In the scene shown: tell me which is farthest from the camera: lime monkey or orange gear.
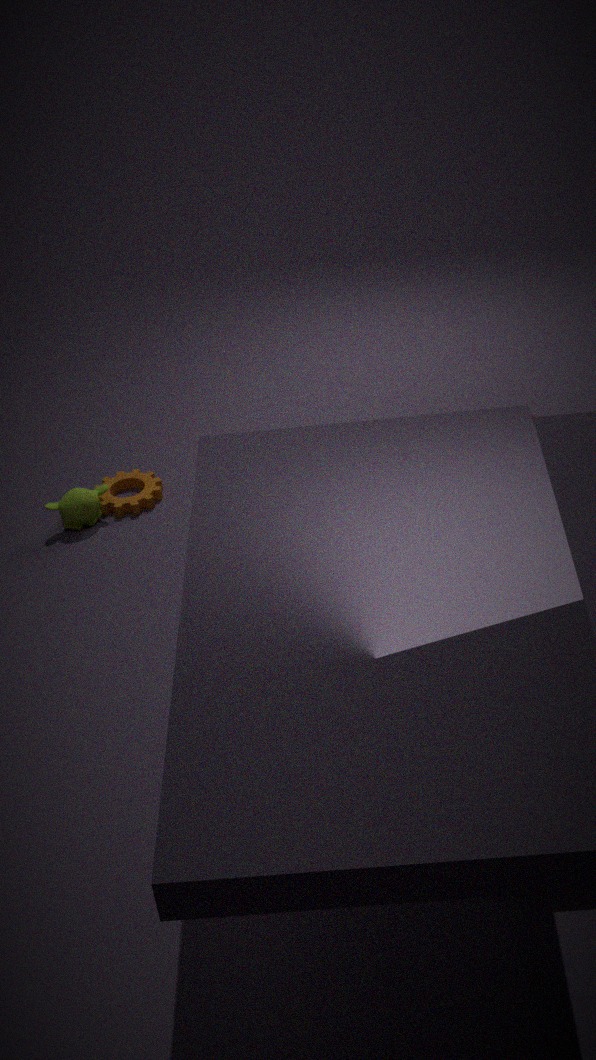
orange gear
